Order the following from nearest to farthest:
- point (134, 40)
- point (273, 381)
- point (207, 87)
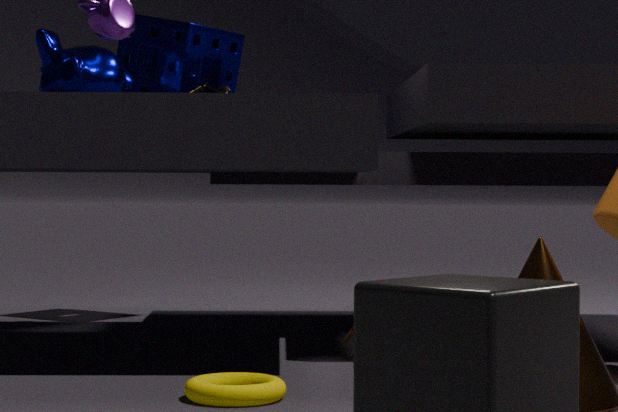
point (273, 381)
point (207, 87)
point (134, 40)
